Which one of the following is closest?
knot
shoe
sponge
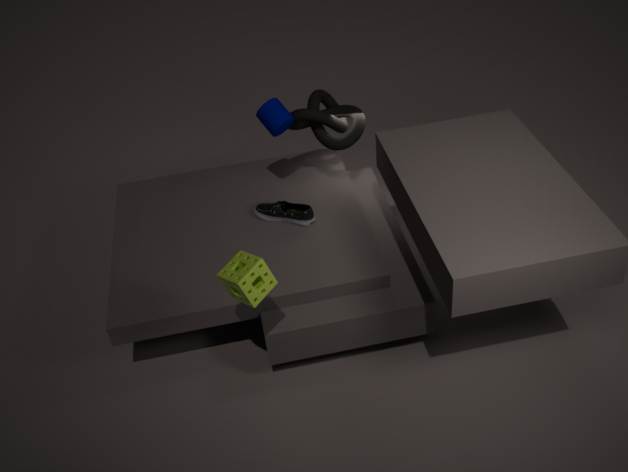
sponge
